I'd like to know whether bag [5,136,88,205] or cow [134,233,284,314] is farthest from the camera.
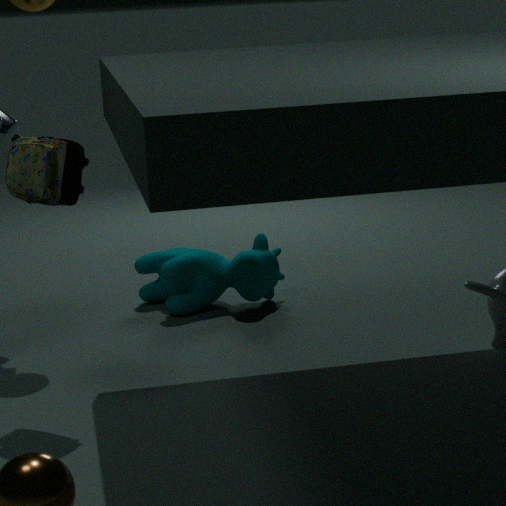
cow [134,233,284,314]
